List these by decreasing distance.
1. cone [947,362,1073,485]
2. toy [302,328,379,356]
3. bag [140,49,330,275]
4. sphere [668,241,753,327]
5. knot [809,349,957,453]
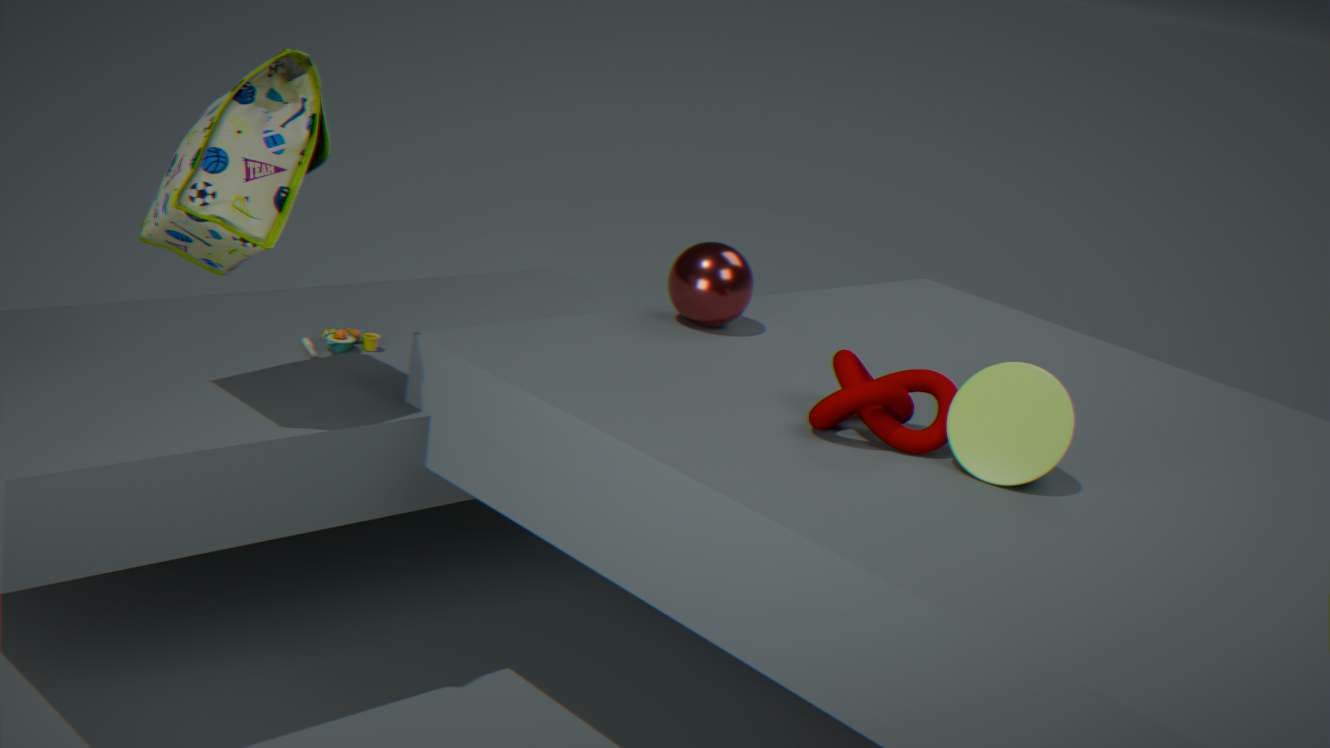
sphere [668,241,753,327] < toy [302,328,379,356] < knot [809,349,957,453] < cone [947,362,1073,485] < bag [140,49,330,275]
